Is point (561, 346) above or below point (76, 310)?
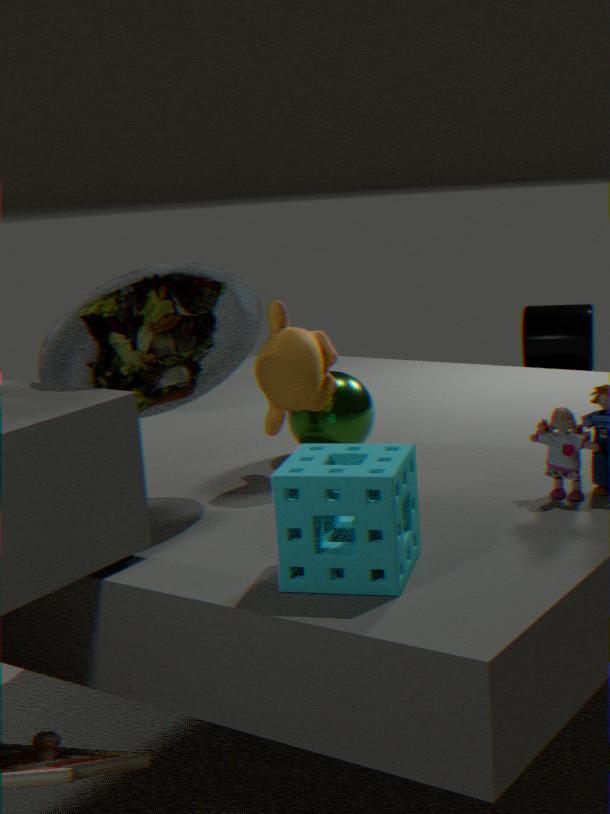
below
